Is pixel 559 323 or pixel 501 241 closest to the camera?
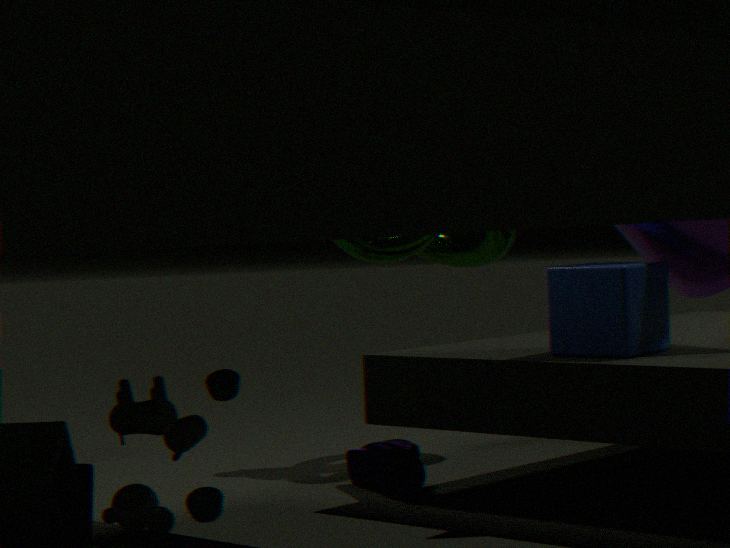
pixel 559 323
